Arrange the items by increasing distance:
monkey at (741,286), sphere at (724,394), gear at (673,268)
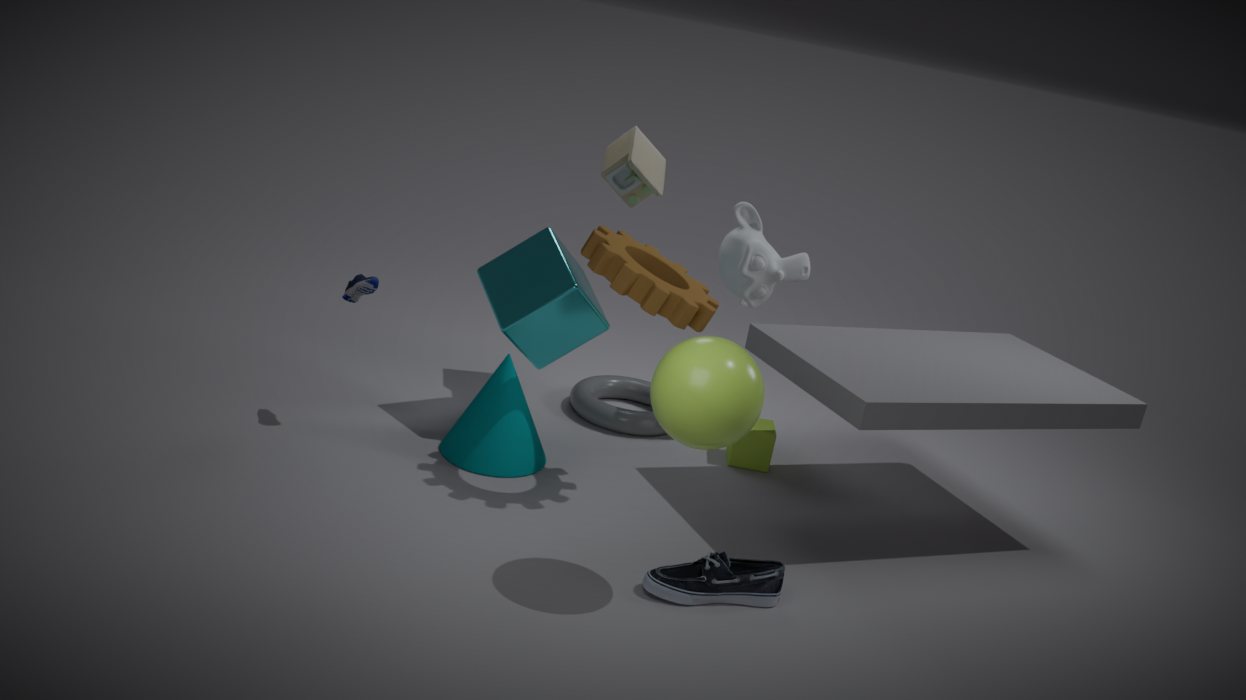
1. sphere at (724,394)
2. gear at (673,268)
3. monkey at (741,286)
